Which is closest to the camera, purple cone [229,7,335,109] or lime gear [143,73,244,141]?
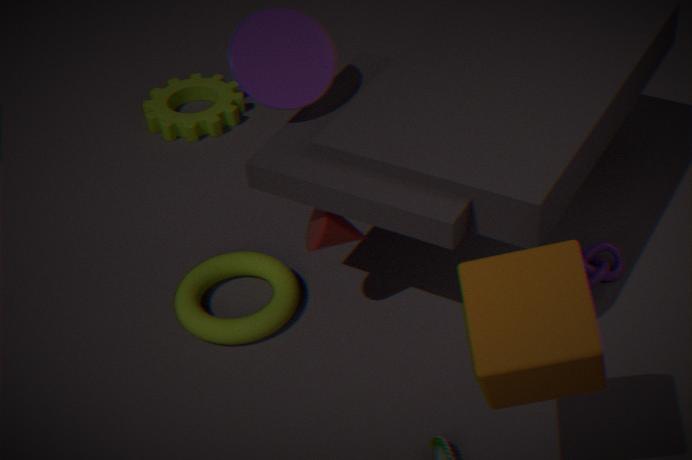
purple cone [229,7,335,109]
